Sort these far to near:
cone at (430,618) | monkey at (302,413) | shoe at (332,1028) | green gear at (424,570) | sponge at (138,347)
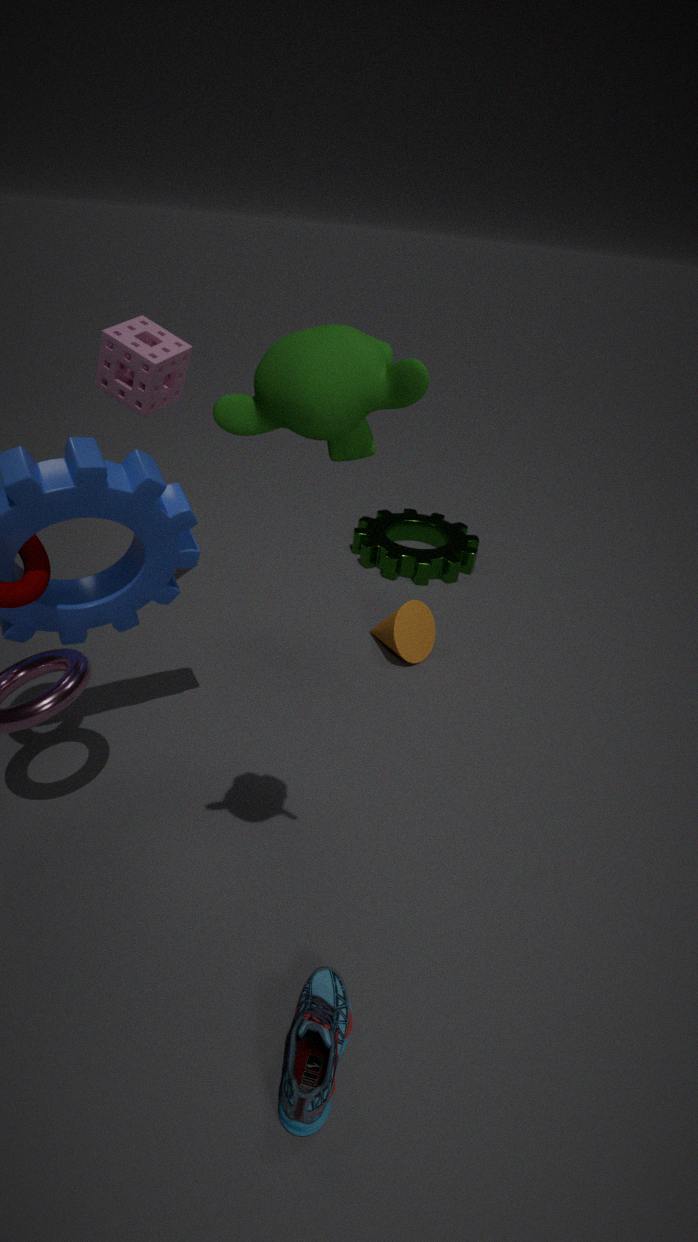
green gear at (424,570)
cone at (430,618)
sponge at (138,347)
shoe at (332,1028)
monkey at (302,413)
